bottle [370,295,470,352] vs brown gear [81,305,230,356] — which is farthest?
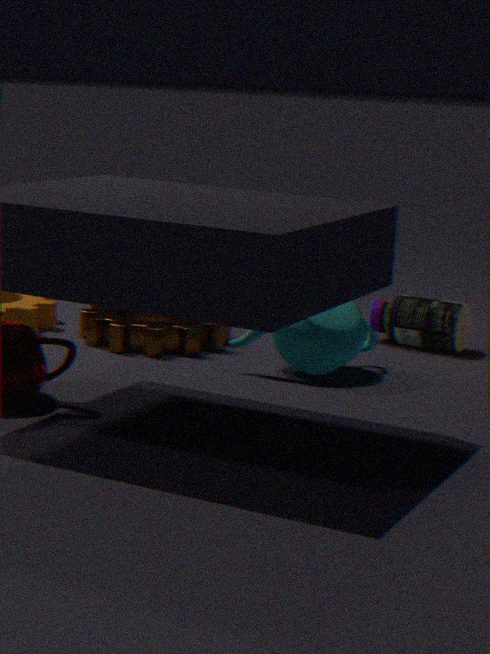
bottle [370,295,470,352]
